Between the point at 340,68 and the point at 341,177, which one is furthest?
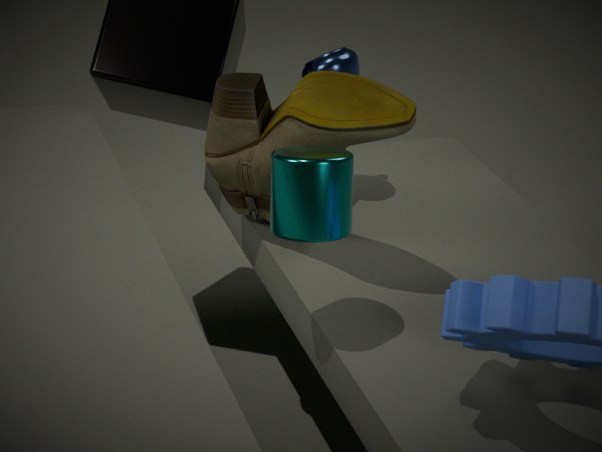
the point at 340,68
